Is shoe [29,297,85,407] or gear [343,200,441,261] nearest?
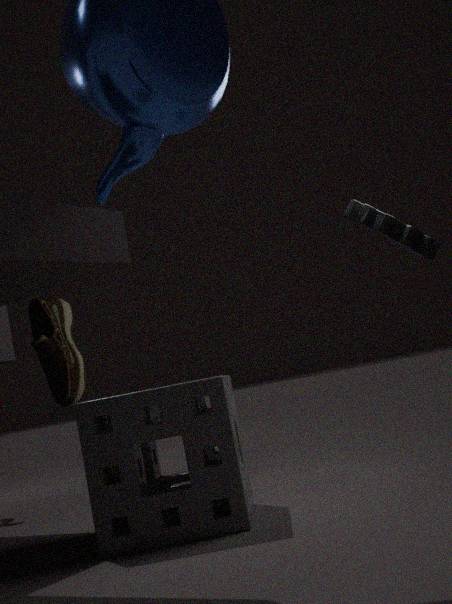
gear [343,200,441,261]
